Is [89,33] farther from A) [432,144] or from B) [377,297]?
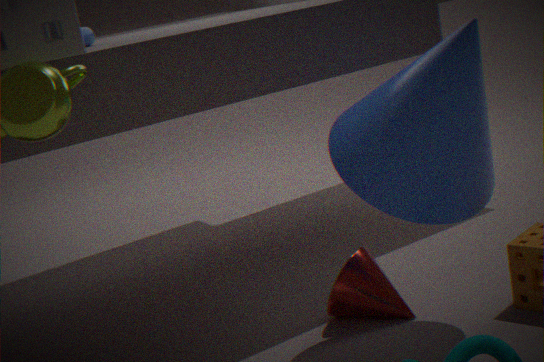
B) [377,297]
